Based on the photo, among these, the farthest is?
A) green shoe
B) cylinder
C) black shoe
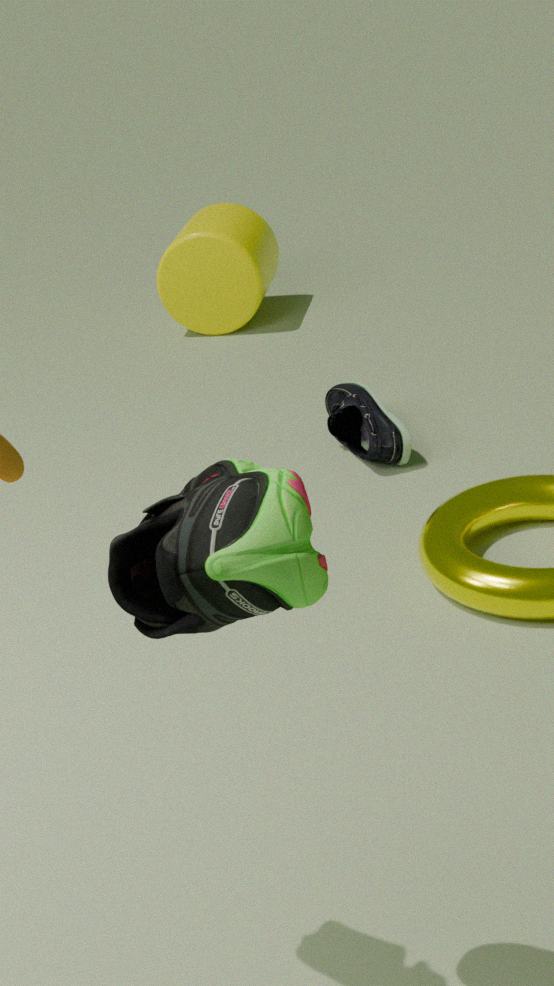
cylinder
